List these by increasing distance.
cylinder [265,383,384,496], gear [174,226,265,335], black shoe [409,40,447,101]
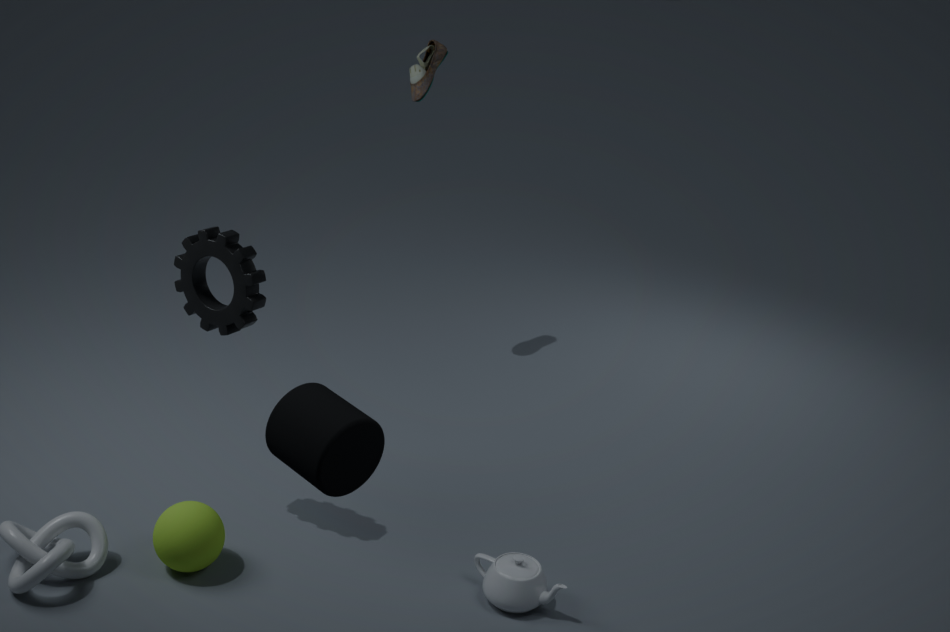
1. cylinder [265,383,384,496]
2. gear [174,226,265,335]
3. black shoe [409,40,447,101]
